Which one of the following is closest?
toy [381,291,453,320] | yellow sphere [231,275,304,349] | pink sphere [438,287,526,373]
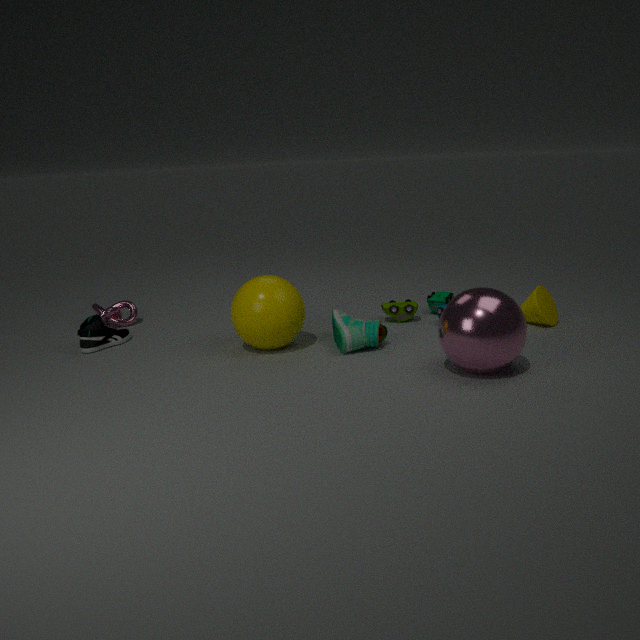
pink sphere [438,287,526,373]
